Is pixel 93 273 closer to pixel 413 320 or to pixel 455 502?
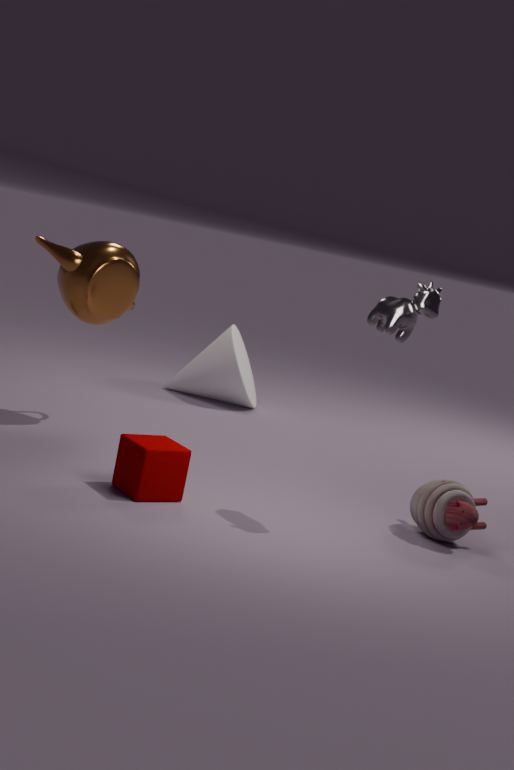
pixel 413 320
